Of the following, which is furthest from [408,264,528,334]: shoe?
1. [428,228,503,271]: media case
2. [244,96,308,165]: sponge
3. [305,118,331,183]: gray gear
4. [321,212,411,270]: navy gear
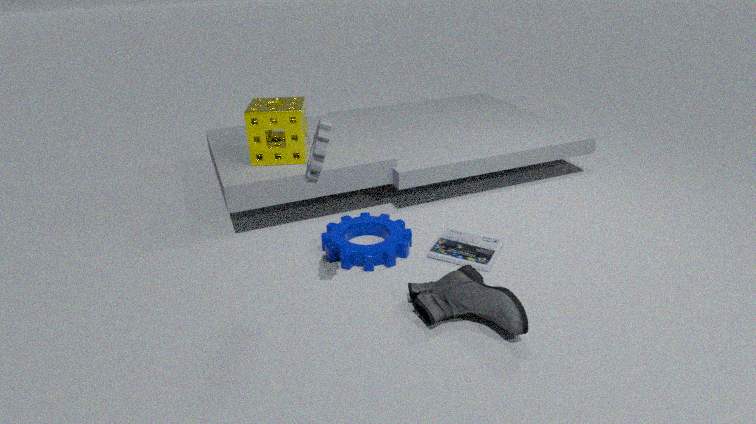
[244,96,308,165]: sponge
